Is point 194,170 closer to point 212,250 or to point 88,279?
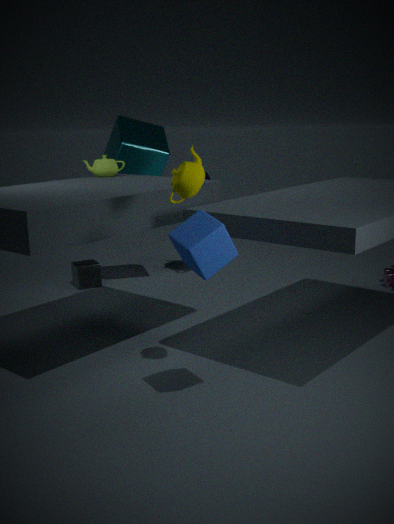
point 212,250
